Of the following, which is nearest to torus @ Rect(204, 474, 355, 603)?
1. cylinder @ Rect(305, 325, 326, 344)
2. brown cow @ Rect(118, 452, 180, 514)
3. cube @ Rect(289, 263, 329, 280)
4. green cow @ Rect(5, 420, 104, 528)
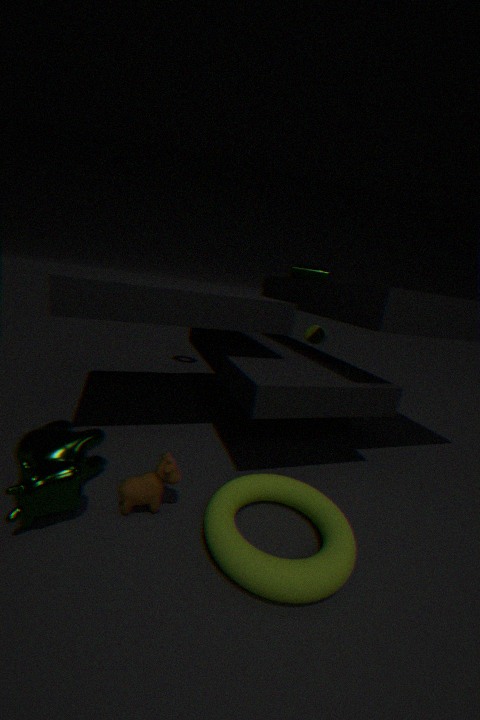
brown cow @ Rect(118, 452, 180, 514)
